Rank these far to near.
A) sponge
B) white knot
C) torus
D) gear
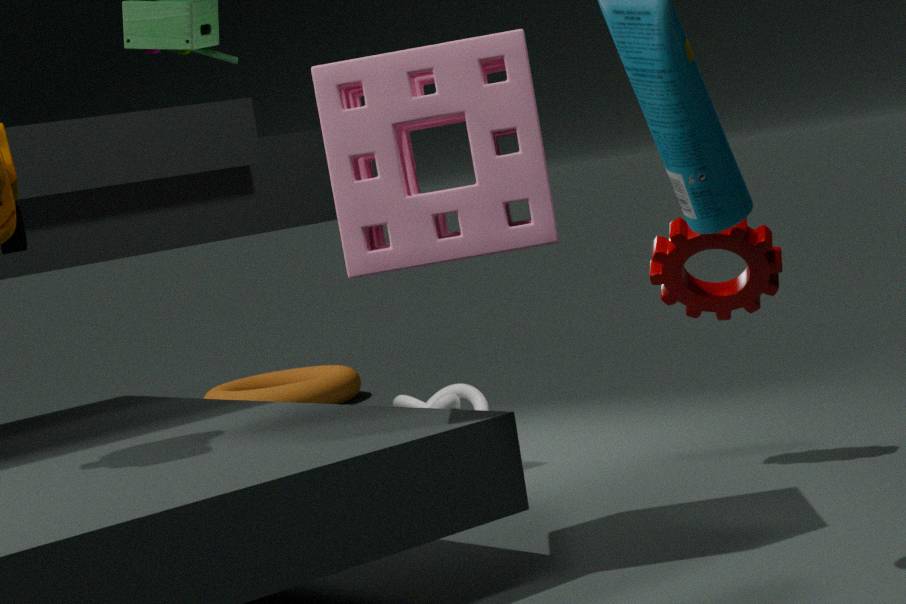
torus < white knot < gear < sponge
